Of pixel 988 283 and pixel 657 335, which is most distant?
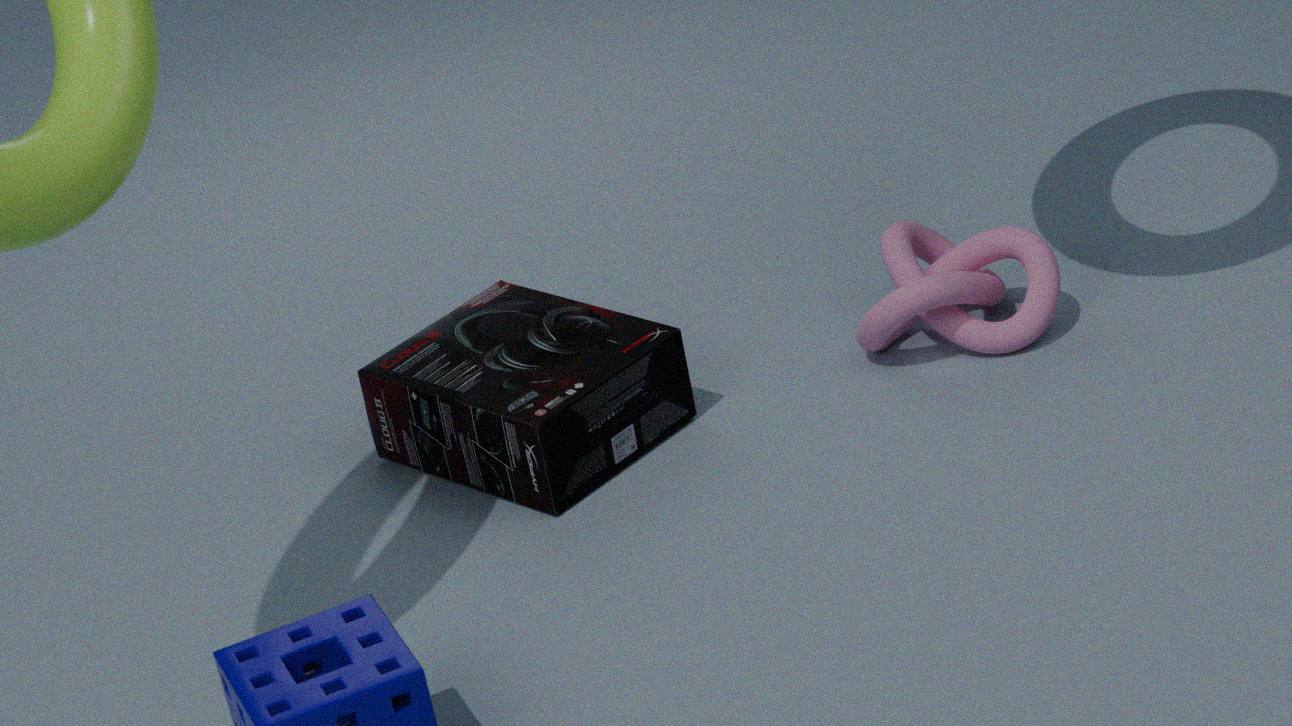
pixel 988 283
